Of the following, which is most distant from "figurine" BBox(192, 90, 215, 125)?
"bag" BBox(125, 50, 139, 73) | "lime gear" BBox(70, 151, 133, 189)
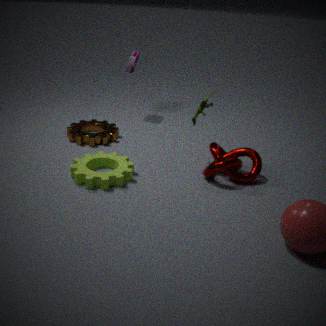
"bag" BBox(125, 50, 139, 73)
